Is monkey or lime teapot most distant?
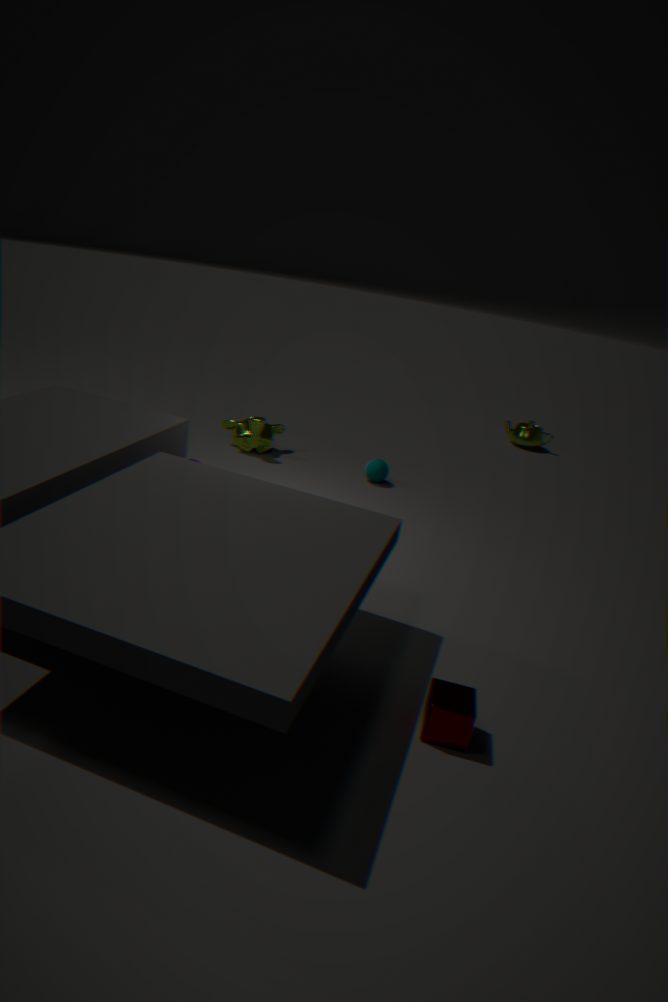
lime teapot
